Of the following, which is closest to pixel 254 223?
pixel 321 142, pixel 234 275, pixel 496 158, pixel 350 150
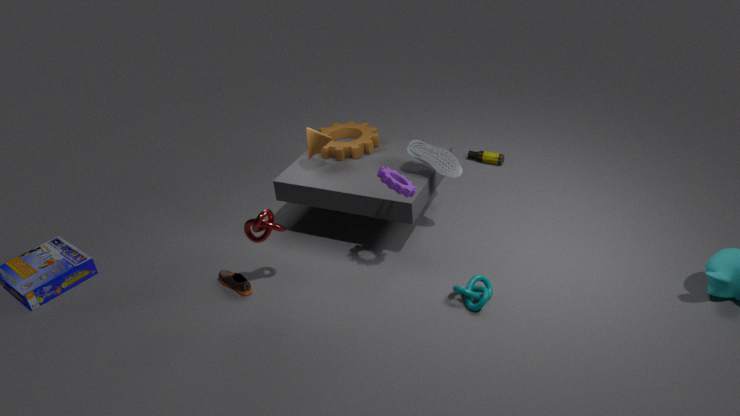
pixel 234 275
